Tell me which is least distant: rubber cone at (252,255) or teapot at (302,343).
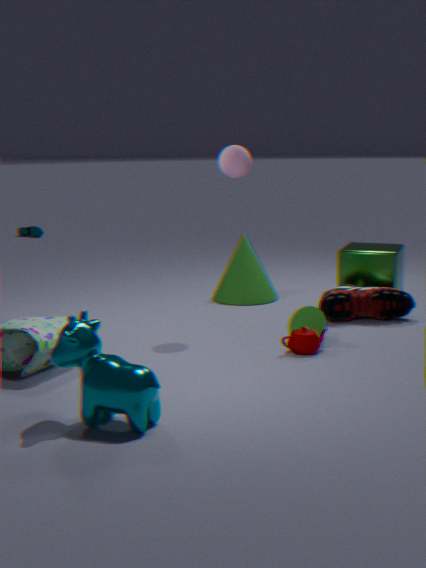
teapot at (302,343)
